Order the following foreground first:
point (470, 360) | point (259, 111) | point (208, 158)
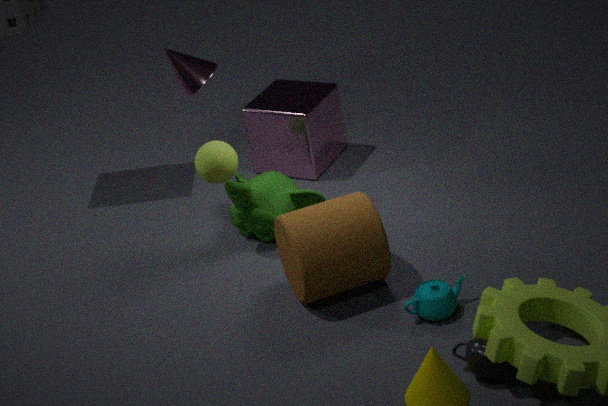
point (470, 360)
point (208, 158)
point (259, 111)
